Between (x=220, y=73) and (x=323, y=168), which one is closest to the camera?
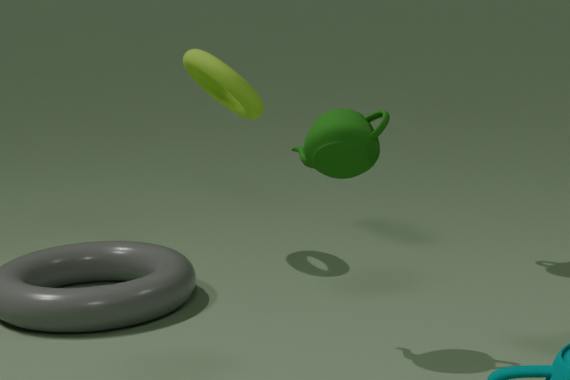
(x=323, y=168)
